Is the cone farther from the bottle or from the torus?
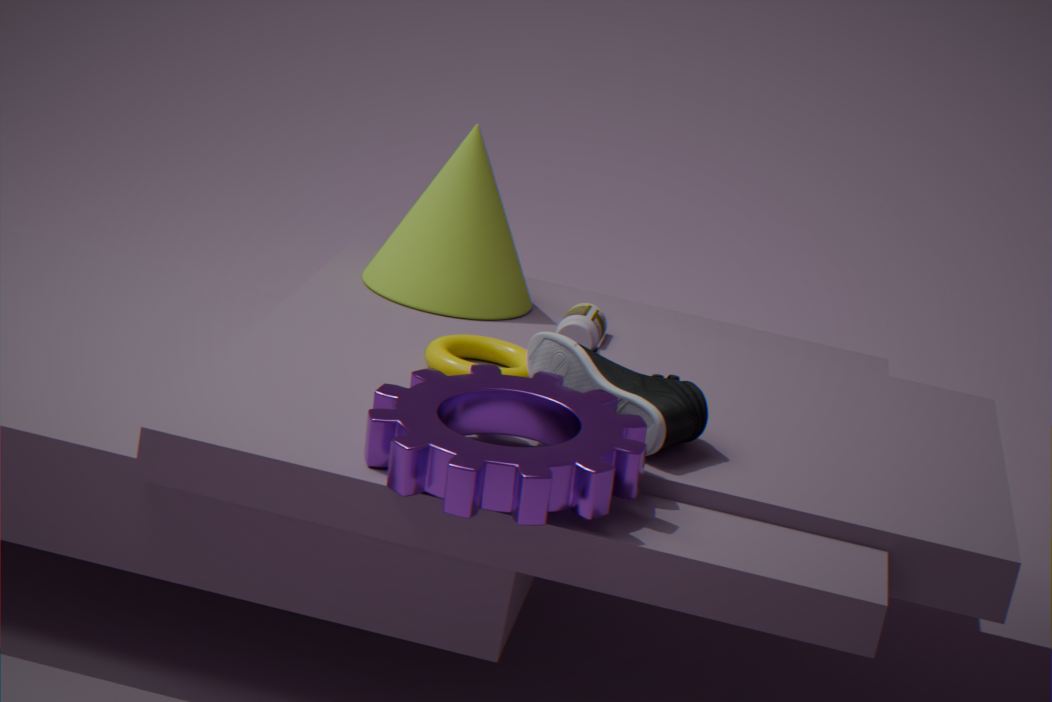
the torus
